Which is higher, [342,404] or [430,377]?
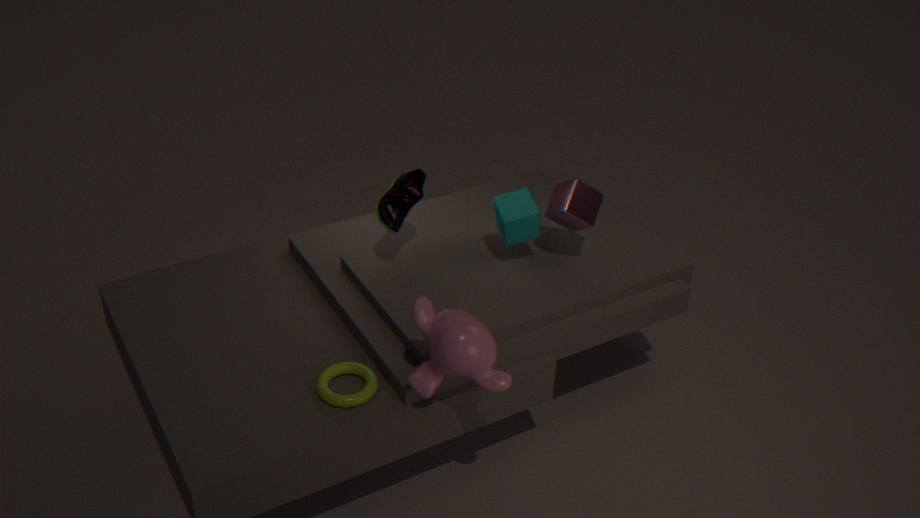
[430,377]
